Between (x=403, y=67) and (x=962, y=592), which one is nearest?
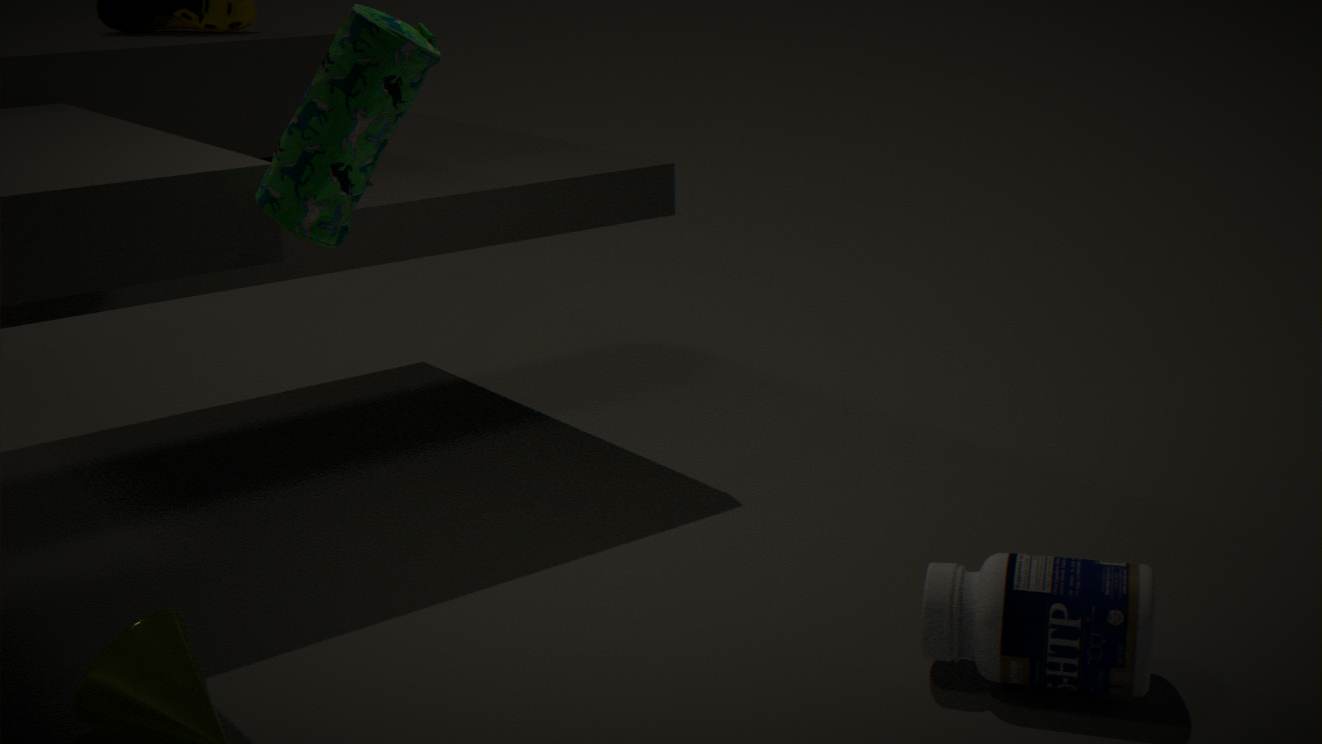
(x=403, y=67)
